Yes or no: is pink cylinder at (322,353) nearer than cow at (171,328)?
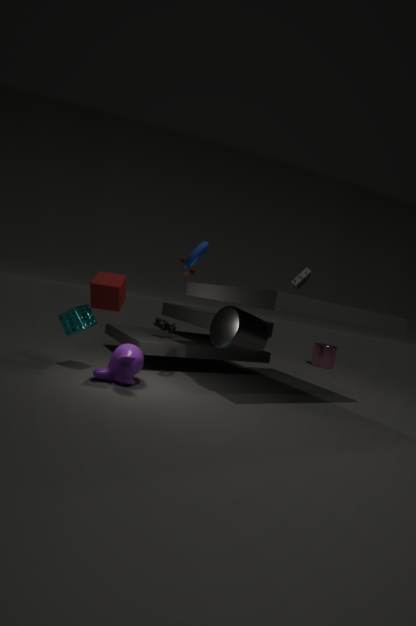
No
